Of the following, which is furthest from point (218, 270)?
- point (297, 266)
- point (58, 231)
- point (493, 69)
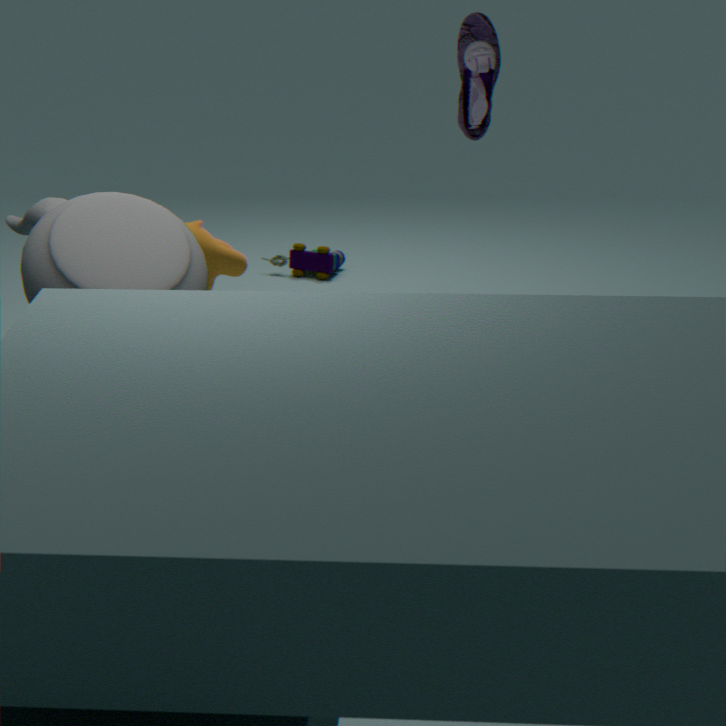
point (58, 231)
